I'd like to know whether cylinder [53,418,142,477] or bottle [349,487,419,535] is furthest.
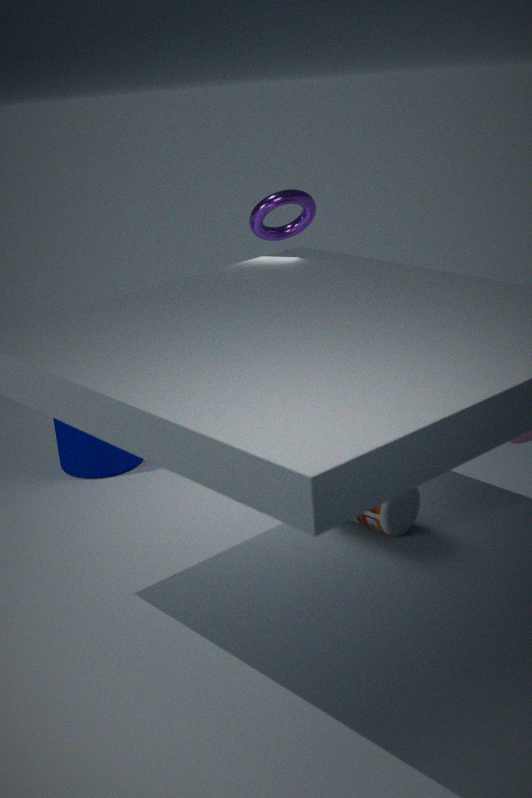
cylinder [53,418,142,477]
